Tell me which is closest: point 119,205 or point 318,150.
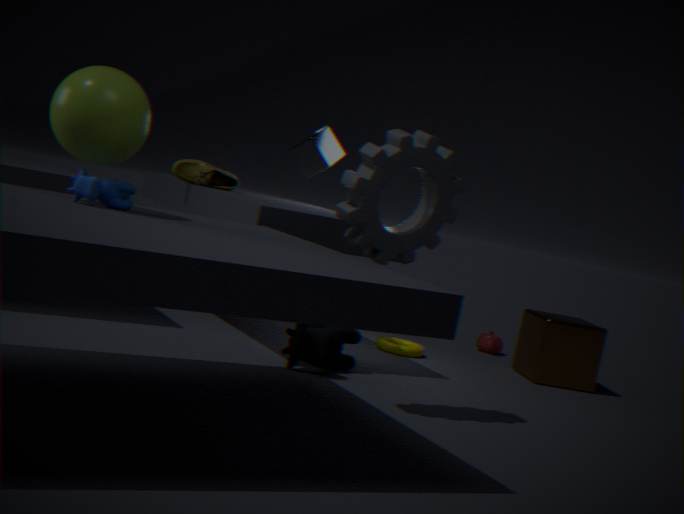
point 119,205
